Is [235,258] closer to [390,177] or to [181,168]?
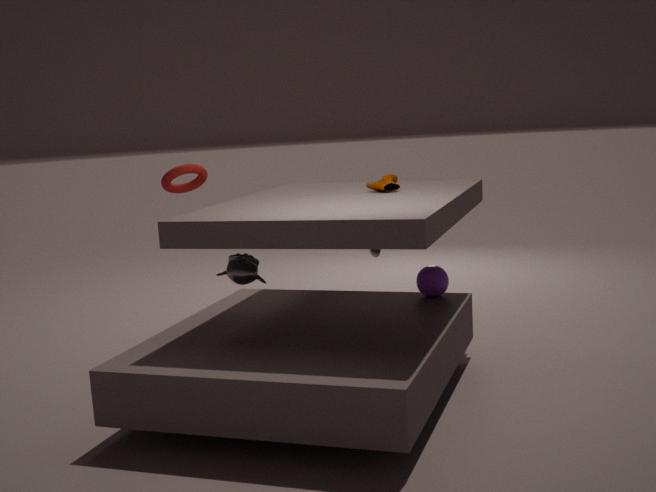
[181,168]
